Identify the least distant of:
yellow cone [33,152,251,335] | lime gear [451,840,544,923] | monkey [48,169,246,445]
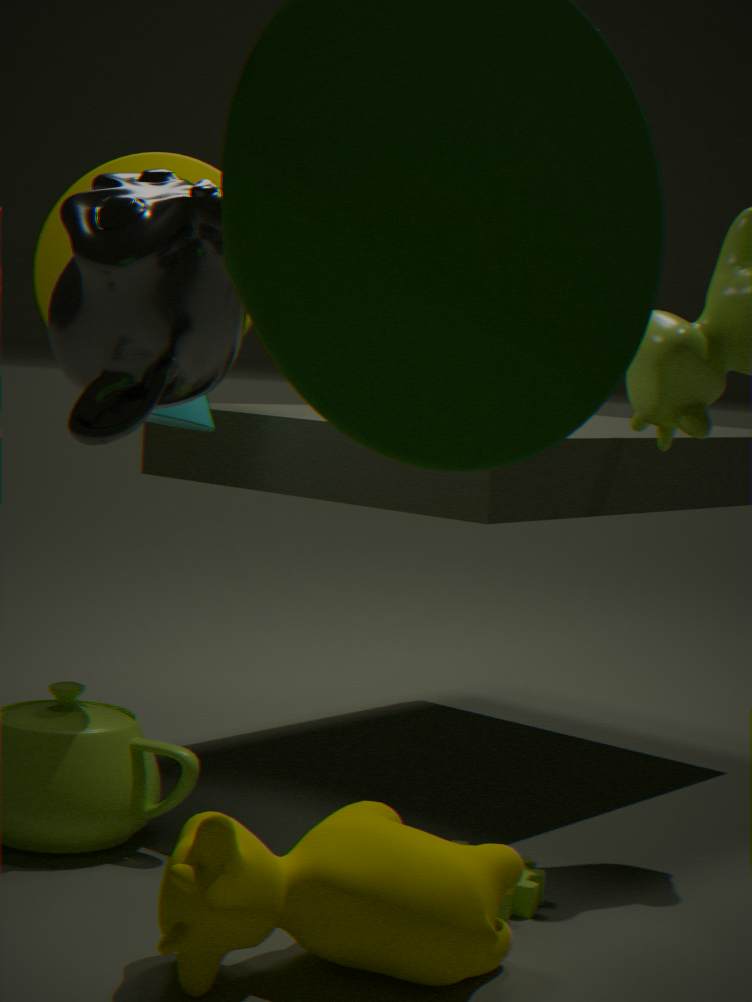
A: monkey [48,169,246,445]
